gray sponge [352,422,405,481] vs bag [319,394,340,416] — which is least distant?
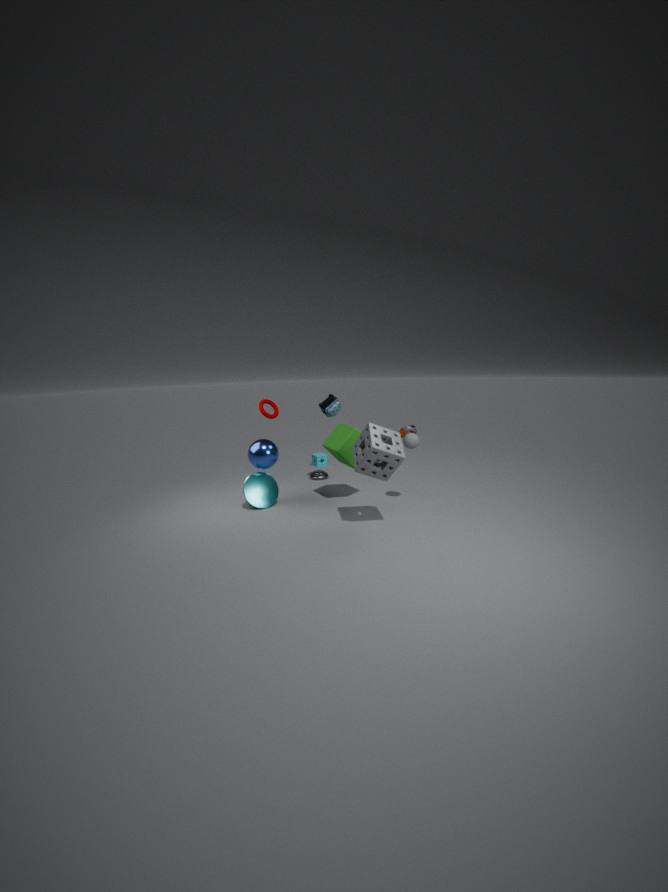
gray sponge [352,422,405,481]
